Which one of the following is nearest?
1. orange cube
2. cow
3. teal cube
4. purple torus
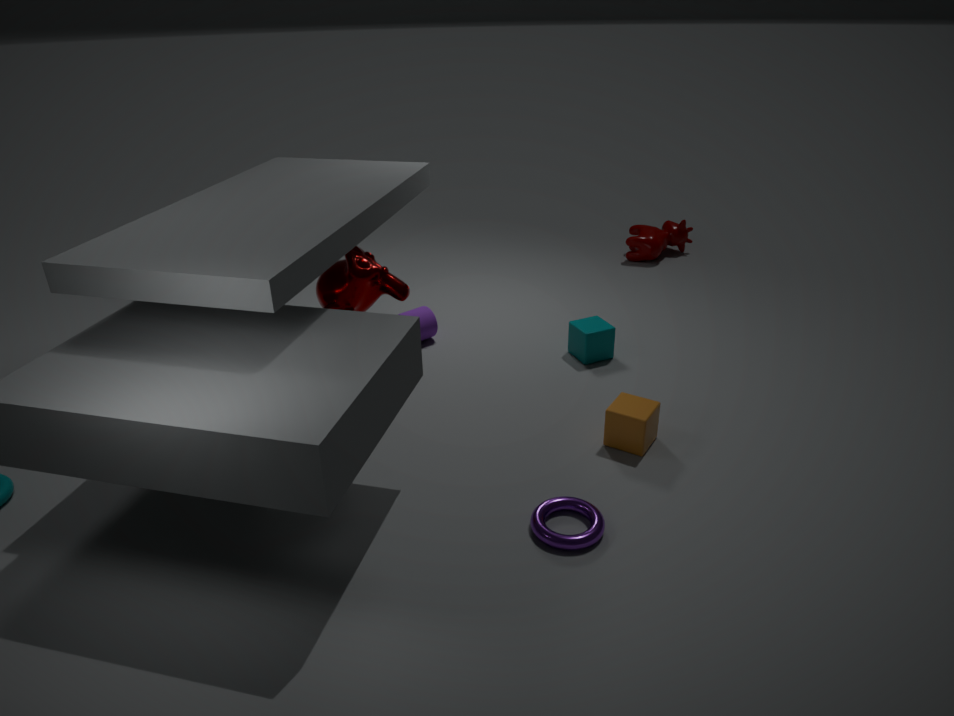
purple torus
